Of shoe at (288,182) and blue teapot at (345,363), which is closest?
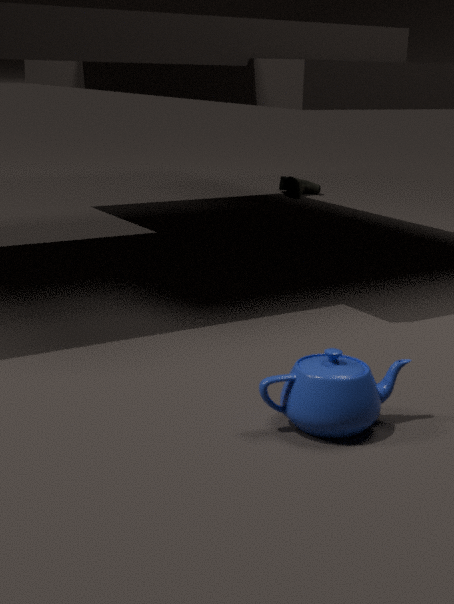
blue teapot at (345,363)
